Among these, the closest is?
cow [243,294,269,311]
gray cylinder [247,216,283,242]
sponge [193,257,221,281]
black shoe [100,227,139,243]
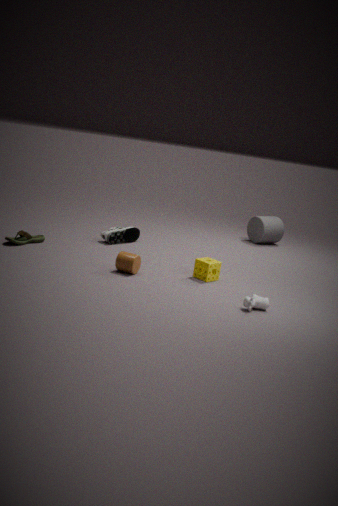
cow [243,294,269,311]
